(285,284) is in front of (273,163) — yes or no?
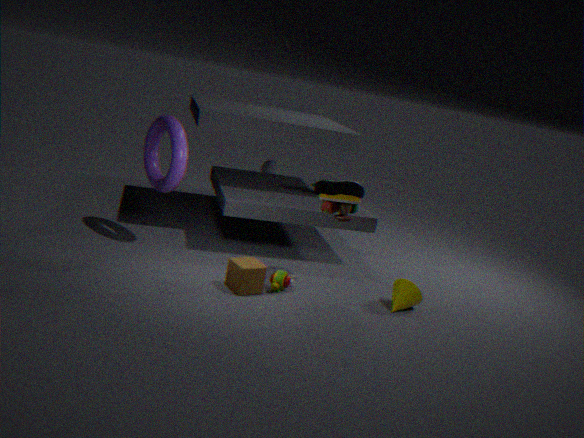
Yes
